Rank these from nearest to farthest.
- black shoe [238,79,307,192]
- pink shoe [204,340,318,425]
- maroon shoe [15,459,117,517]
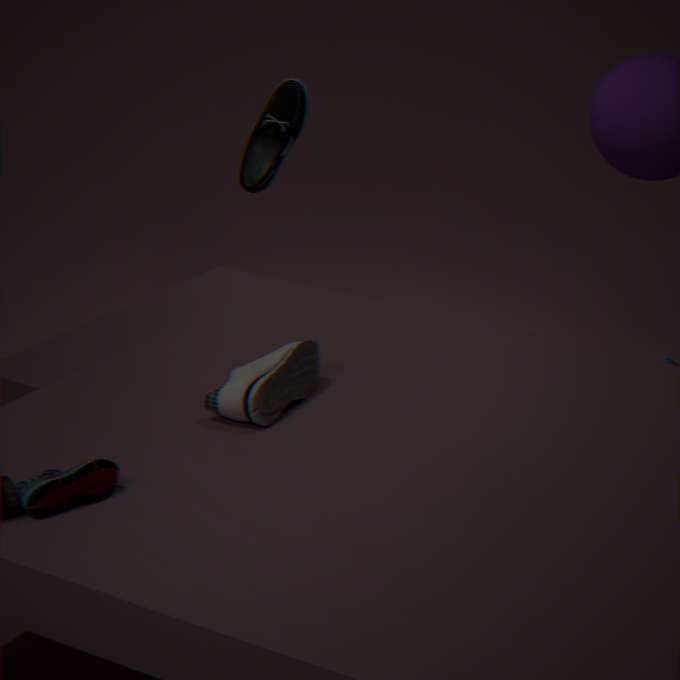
maroon shoe [15,459,117,517] < pink shoe [204,340,318,425] < black shoe [238,79,307,192]
